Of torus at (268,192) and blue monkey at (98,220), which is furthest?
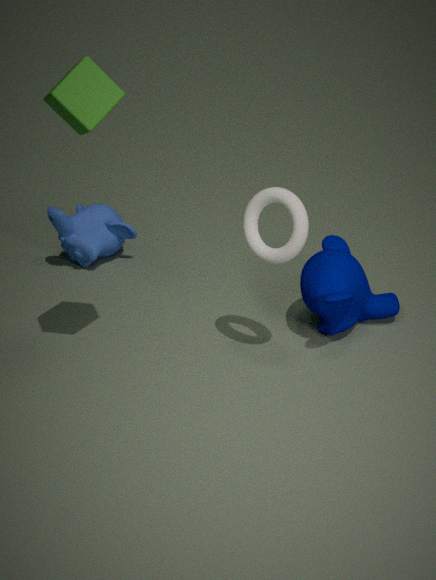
blue monkey at (98,220)
